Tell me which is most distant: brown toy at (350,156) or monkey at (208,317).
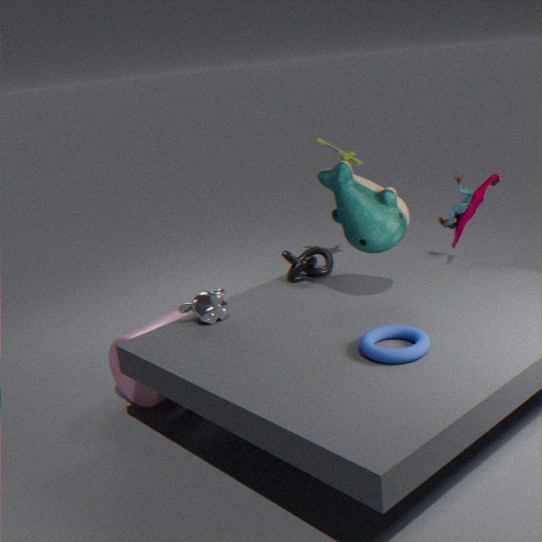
brown toy at (350,156)
